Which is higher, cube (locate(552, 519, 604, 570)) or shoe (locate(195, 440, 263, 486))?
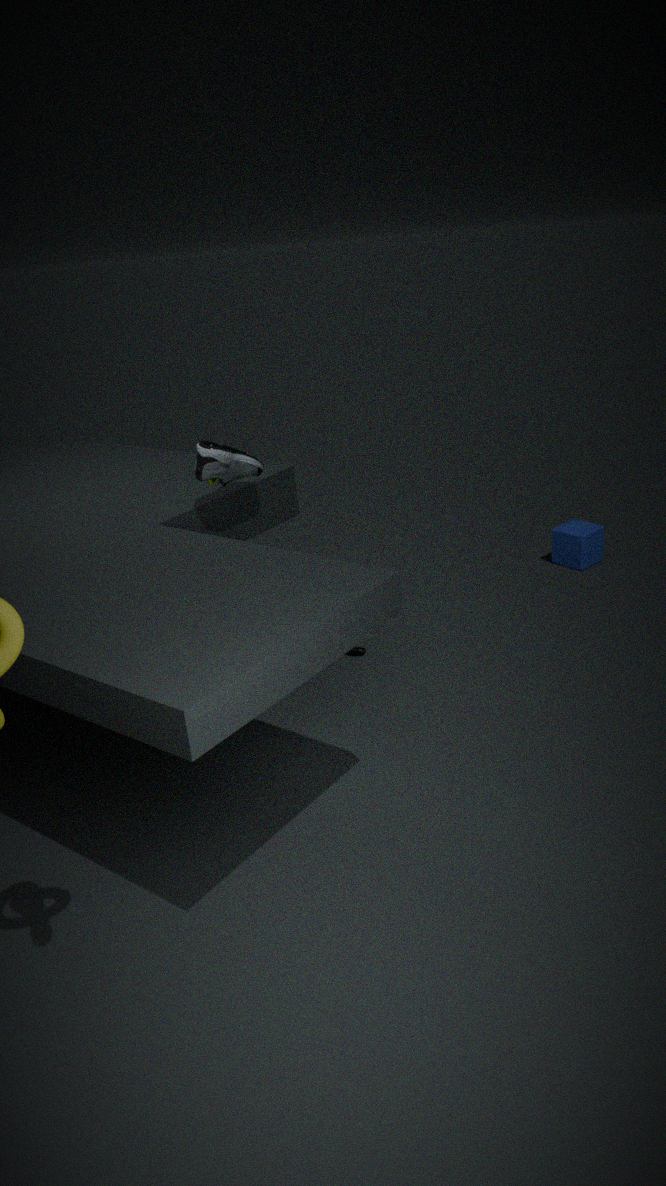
shoe (locate(195, 440, 263, 486))
